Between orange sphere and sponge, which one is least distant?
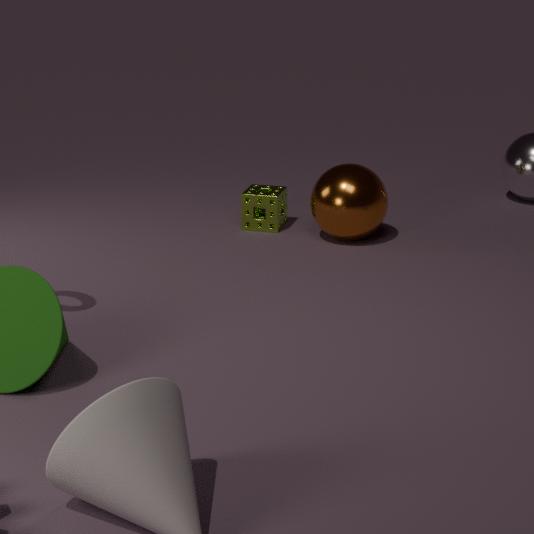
orange sphere
